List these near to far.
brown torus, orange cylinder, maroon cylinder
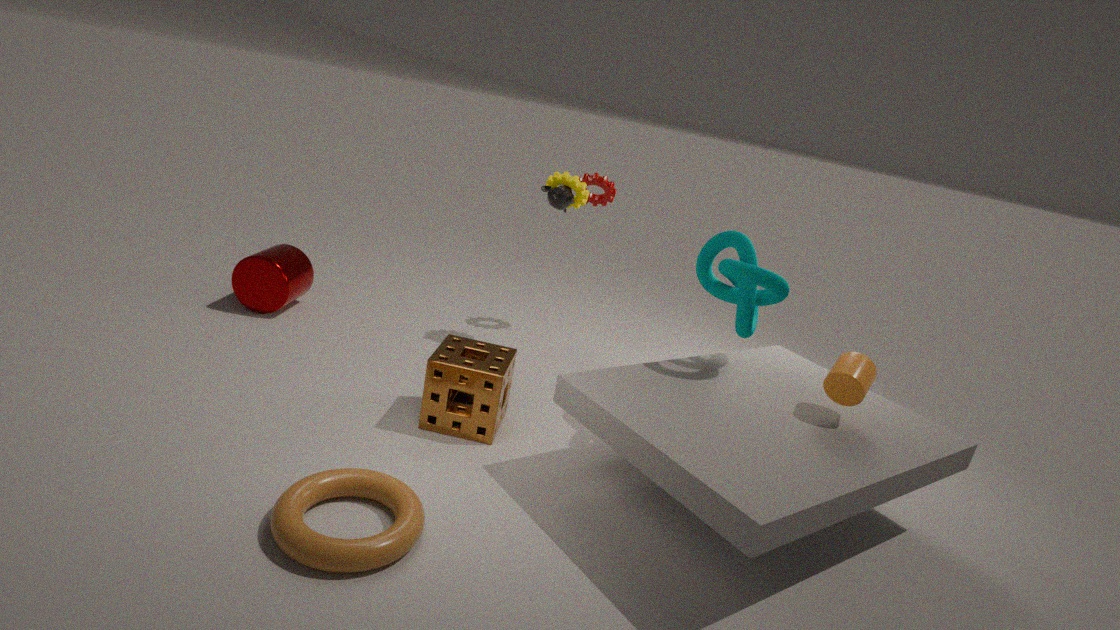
brown torus < orange cylinder < maroon cylinder
